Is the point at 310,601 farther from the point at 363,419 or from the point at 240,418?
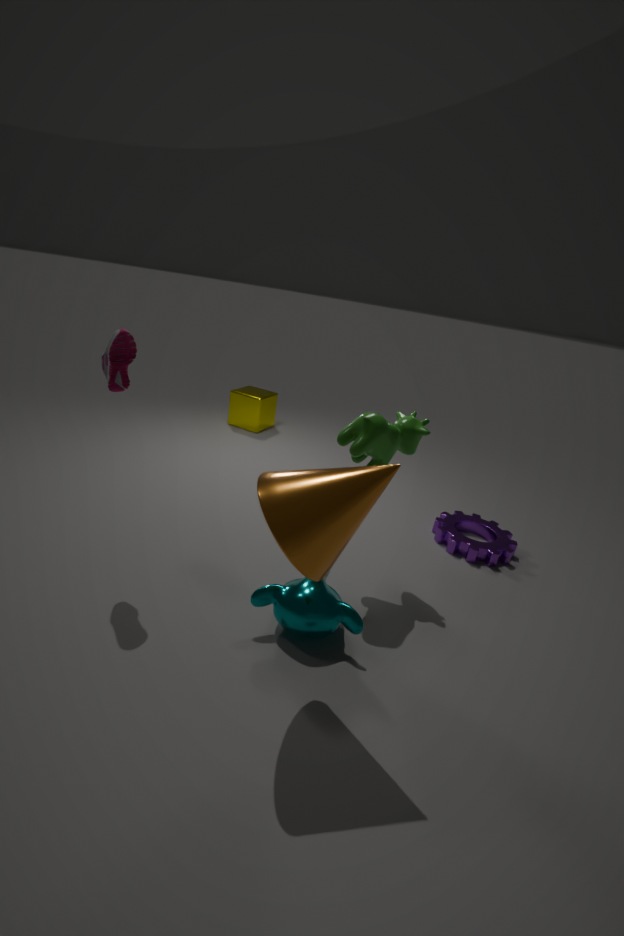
the point at 240,418
